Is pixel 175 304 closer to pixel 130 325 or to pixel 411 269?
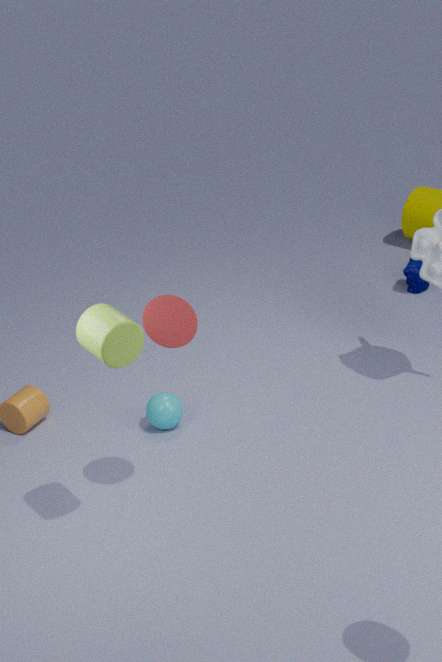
pixel 130 325
